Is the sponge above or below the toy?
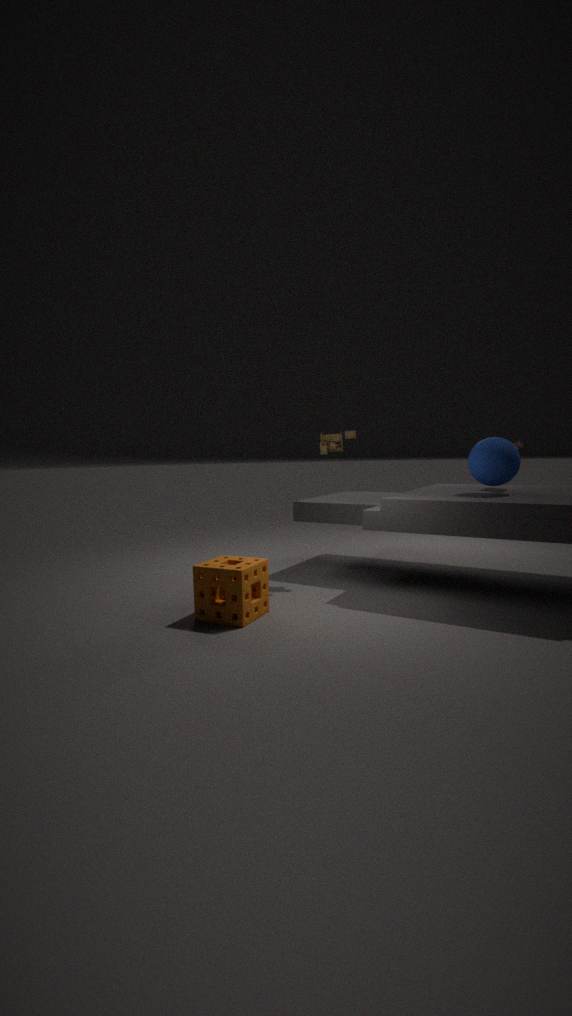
below
